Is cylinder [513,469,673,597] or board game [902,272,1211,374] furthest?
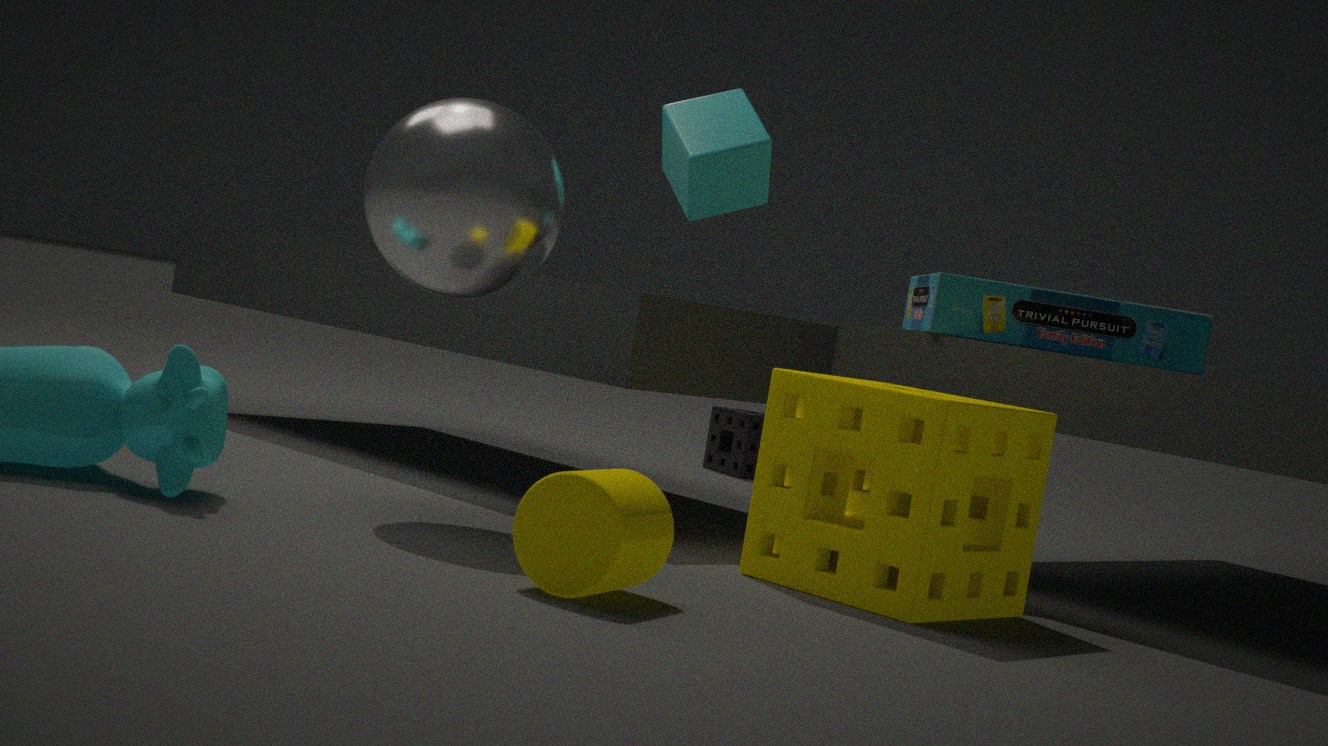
board game [902,272,1211,374]
